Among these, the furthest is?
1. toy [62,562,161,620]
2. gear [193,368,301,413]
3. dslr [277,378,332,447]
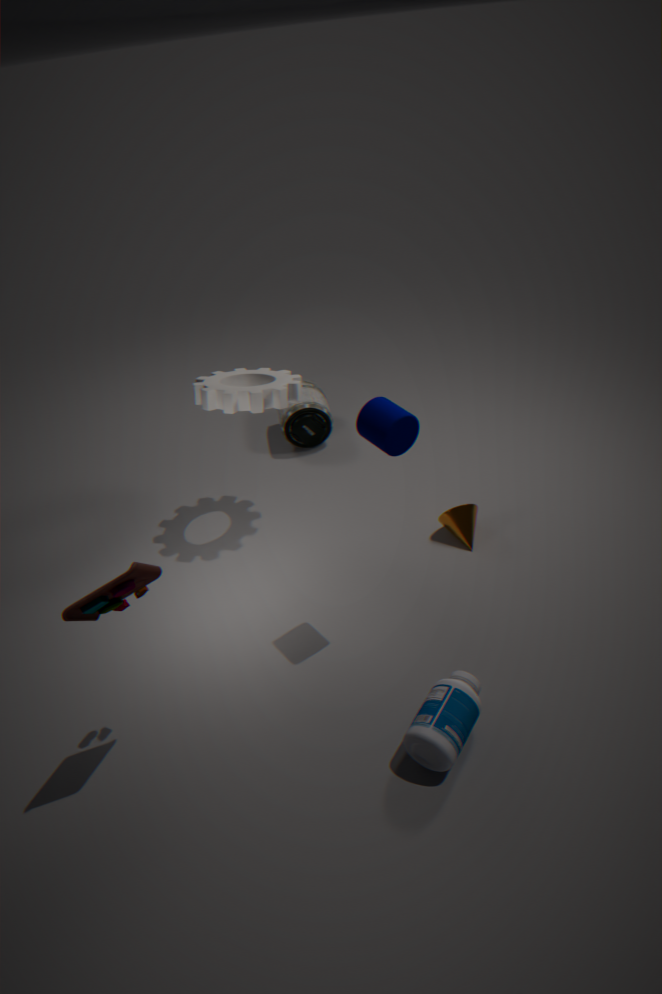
dslr [277,378,332,447]
